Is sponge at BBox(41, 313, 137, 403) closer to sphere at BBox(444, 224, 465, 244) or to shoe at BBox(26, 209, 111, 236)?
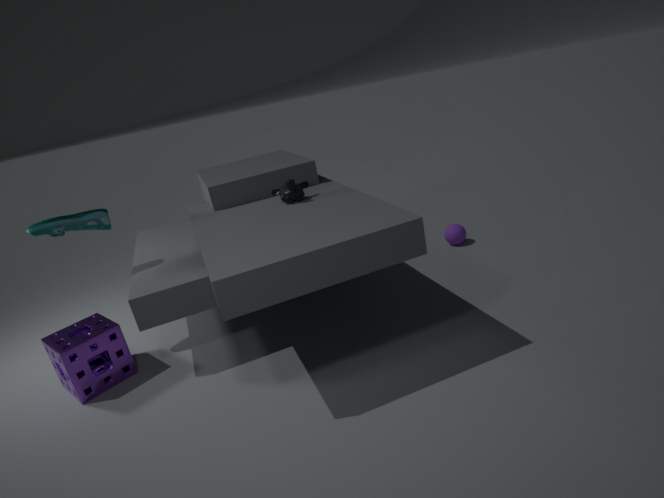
shoe at BBox(26, 209, 111, 236)
